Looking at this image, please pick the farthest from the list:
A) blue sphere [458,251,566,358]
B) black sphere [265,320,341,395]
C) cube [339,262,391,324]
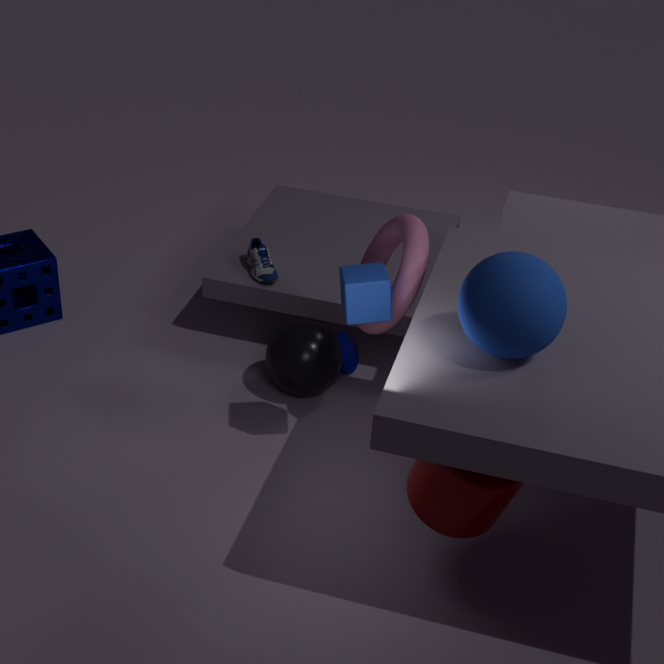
black sphere [265,320,341,395]
